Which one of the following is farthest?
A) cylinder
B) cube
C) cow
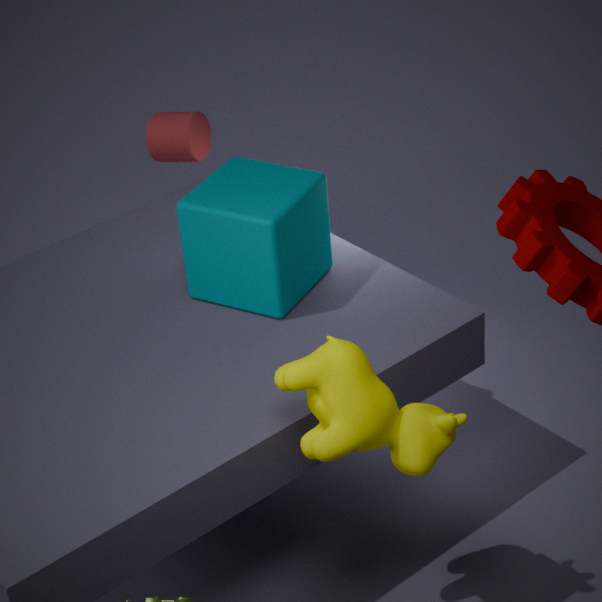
cylinder
